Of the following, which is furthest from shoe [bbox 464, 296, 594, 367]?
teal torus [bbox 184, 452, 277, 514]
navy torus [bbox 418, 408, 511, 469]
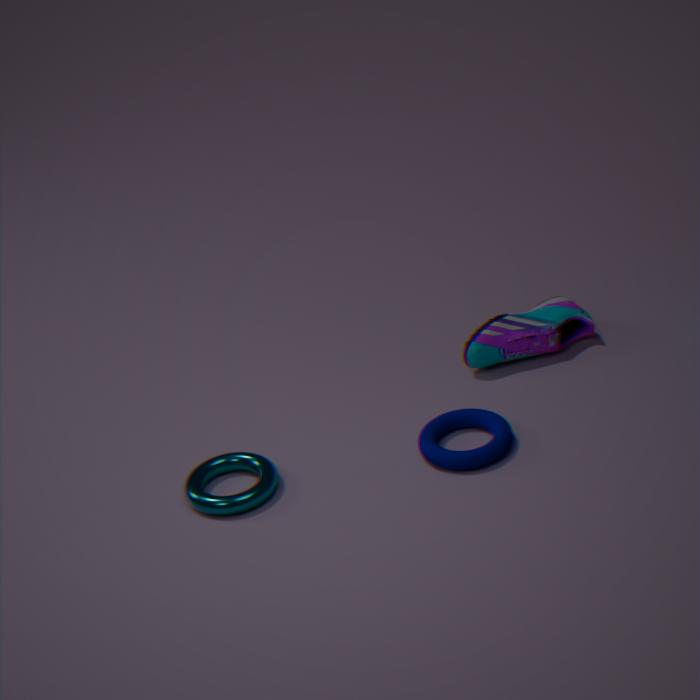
teal torus [bbox 184, 452, 277, 514]
